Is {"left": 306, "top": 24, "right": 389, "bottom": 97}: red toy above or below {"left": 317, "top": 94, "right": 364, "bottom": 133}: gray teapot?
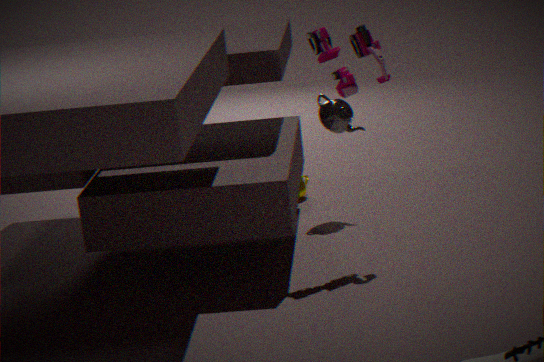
above
